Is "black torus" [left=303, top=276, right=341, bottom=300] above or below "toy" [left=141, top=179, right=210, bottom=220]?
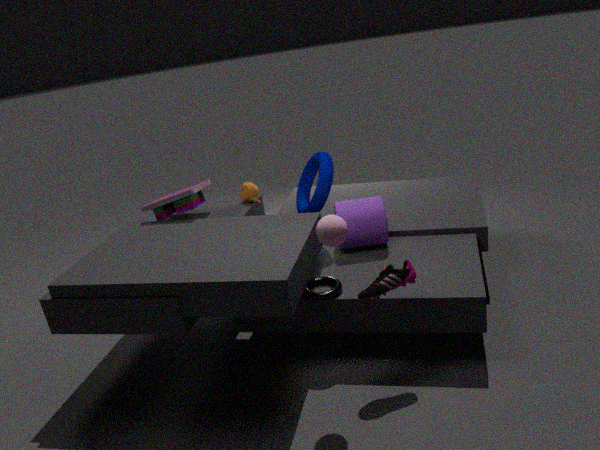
below
